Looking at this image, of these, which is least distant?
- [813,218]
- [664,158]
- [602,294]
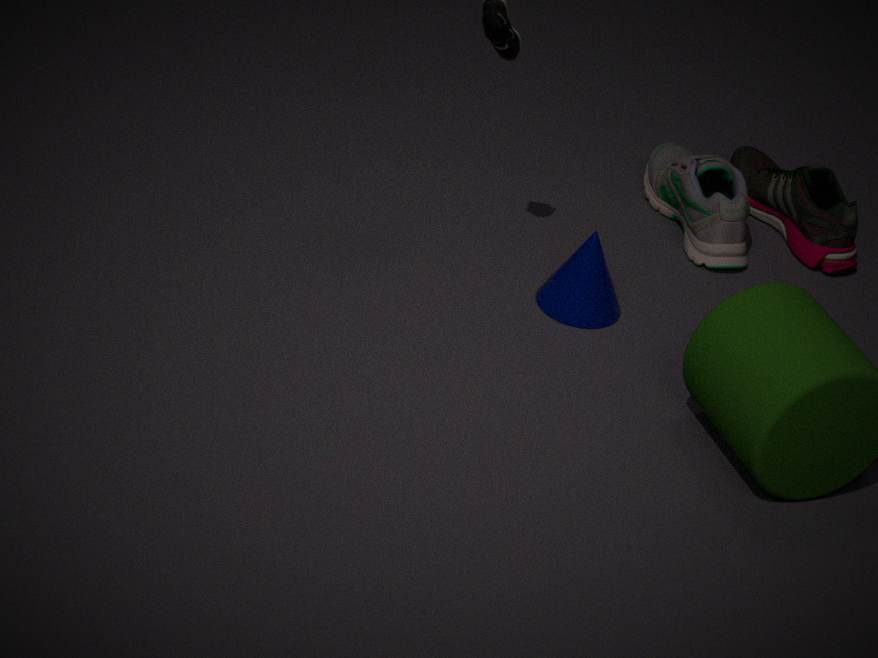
[602,294]
